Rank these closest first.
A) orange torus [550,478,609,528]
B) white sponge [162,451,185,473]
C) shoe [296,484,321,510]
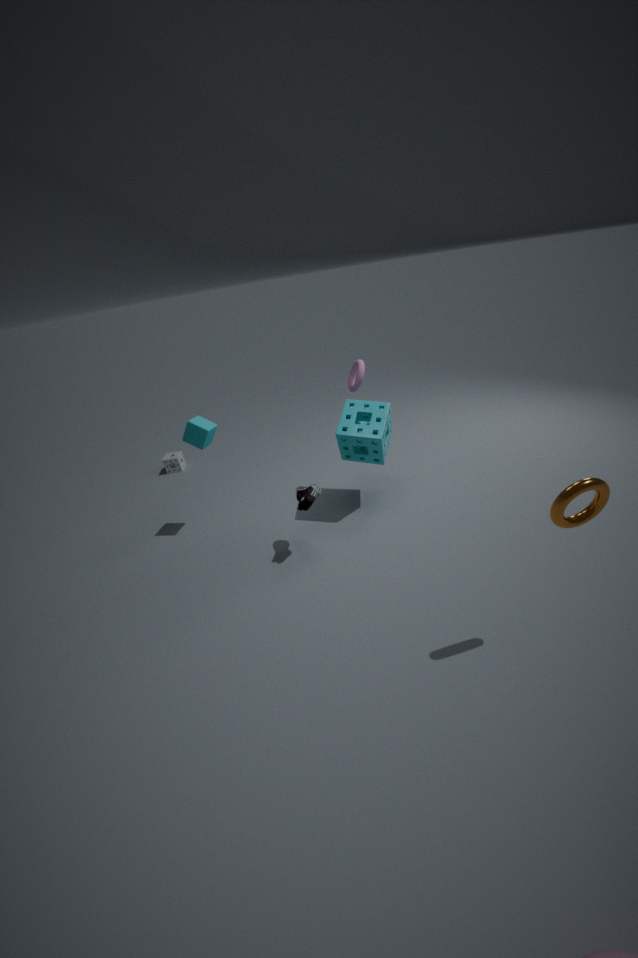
1. orange torus [550,478,609,528]
2. shoe [296,484,321,510]
3. white sponge [162,451,185,473]
